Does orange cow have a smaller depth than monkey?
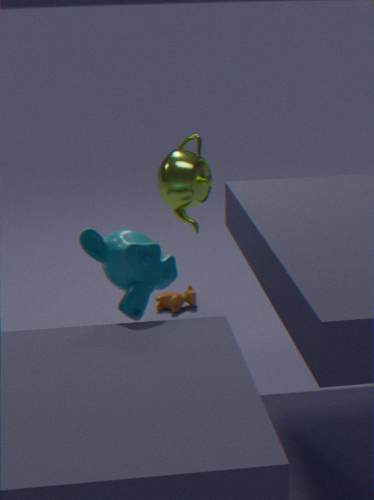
No
